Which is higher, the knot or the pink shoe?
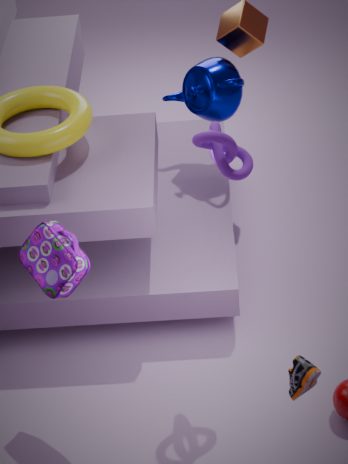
the knot
